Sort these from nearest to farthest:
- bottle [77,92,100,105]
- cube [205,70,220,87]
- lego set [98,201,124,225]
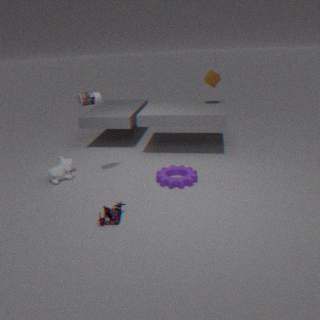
lego set [98,201,124,225] → bottle [77,92,100,105] → cube [205,70,220,87]
